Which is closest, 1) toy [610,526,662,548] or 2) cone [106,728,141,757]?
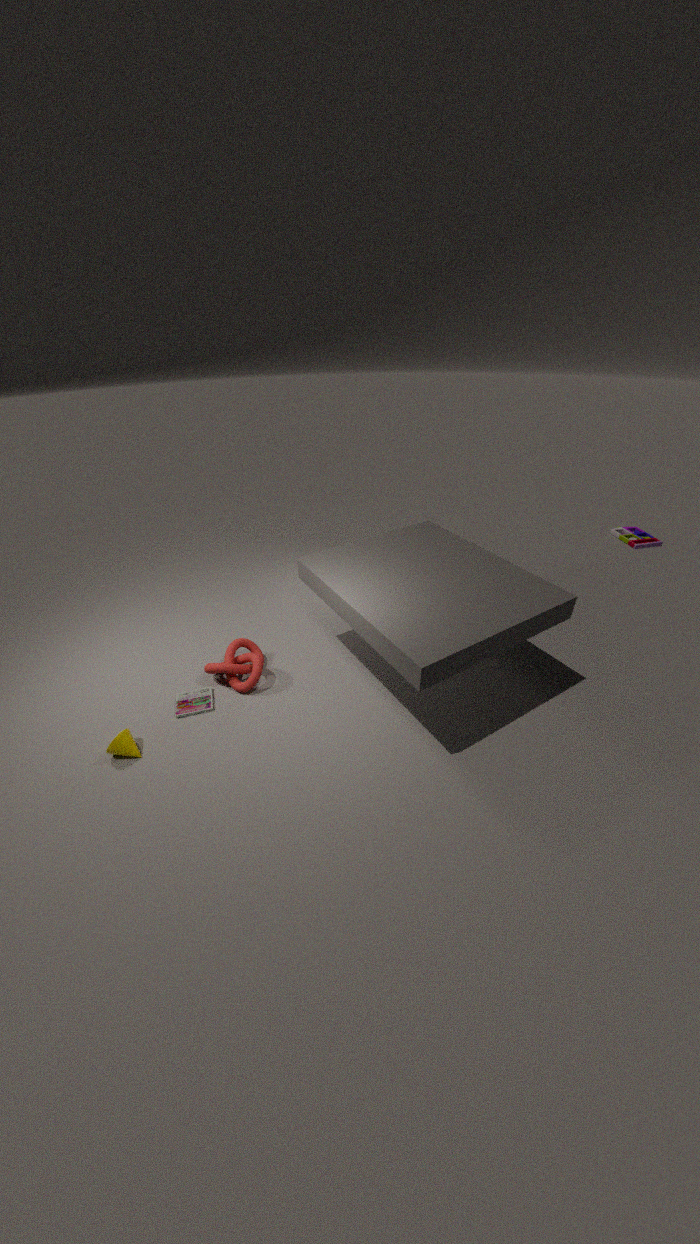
2. cone [106,728,141,757]
